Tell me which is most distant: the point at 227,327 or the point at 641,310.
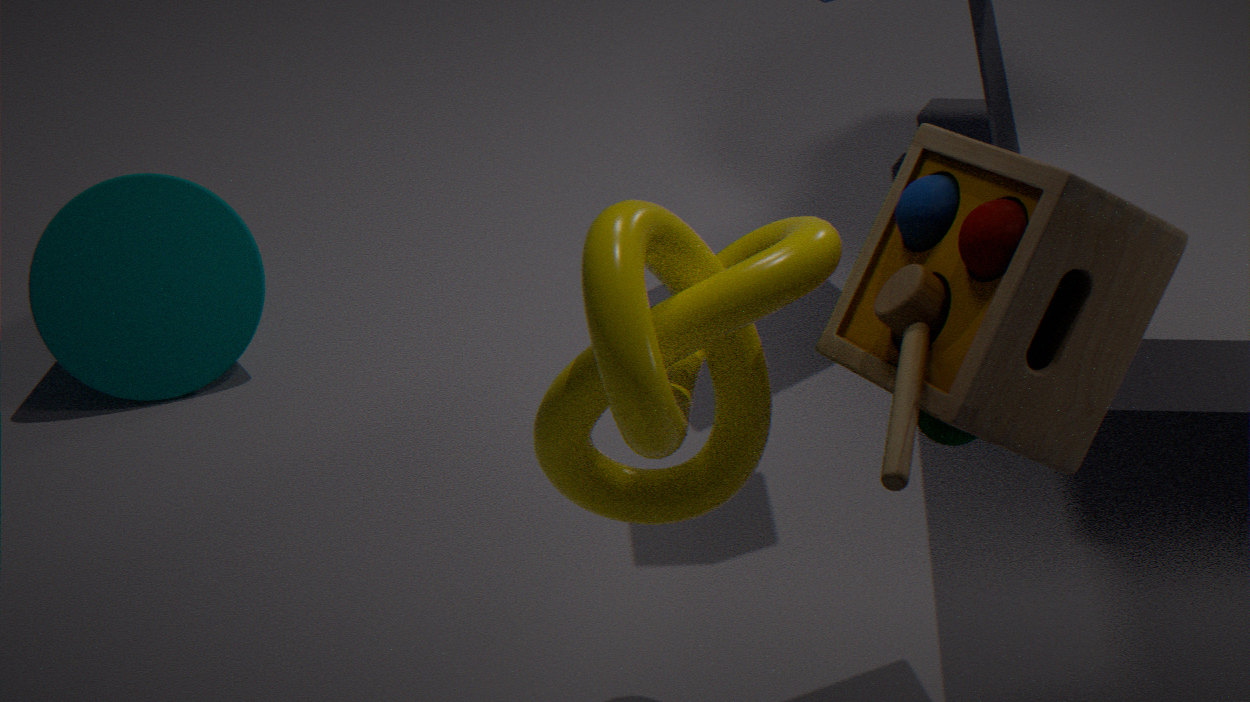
the point at 227,327
